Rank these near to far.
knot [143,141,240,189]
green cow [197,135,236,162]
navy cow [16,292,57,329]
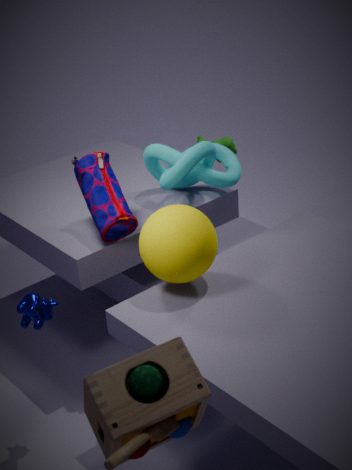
navy cow [16,292,57,329] < knot [143,141,240,189] < green cow [197,135,236,162]
